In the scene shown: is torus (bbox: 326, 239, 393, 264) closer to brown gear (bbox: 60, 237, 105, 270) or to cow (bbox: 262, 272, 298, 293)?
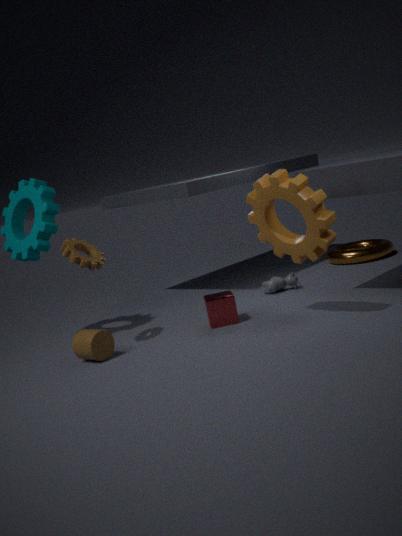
cow (bbox: 262, 272, 298, 293)
